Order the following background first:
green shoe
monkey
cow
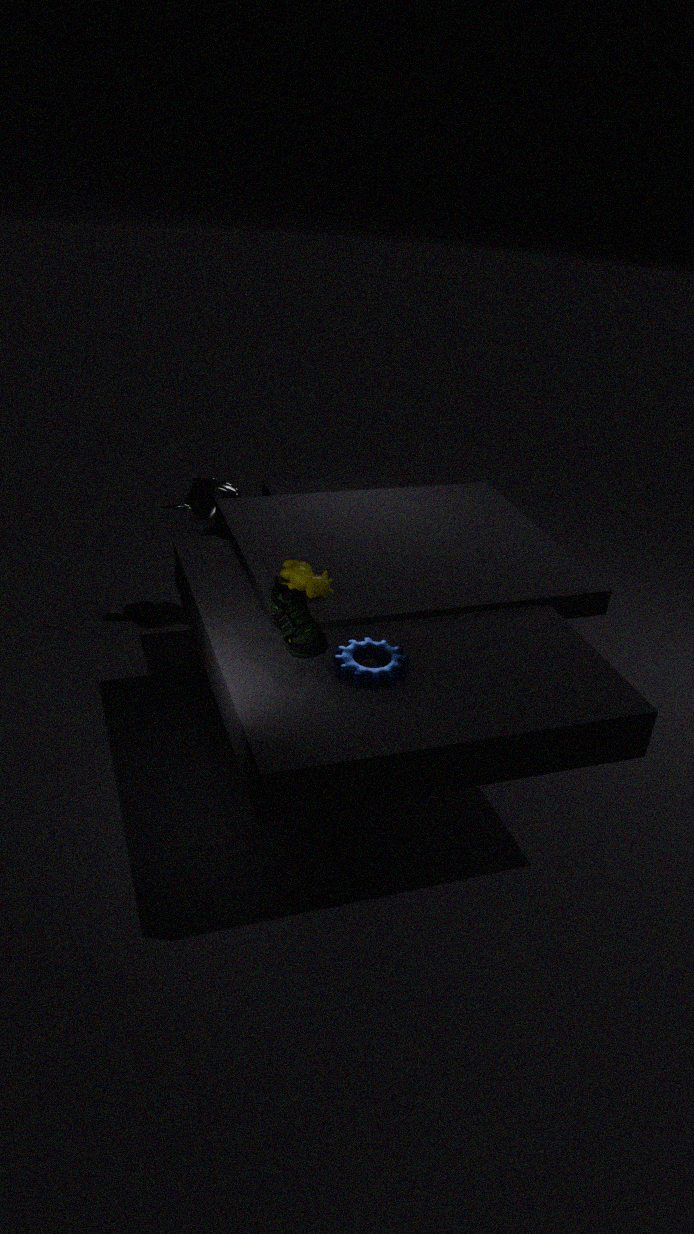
monkey < cow < green shoe
